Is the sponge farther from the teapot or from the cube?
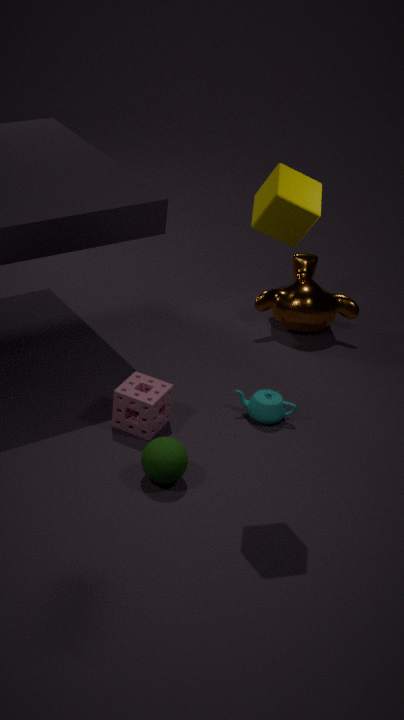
the cube
